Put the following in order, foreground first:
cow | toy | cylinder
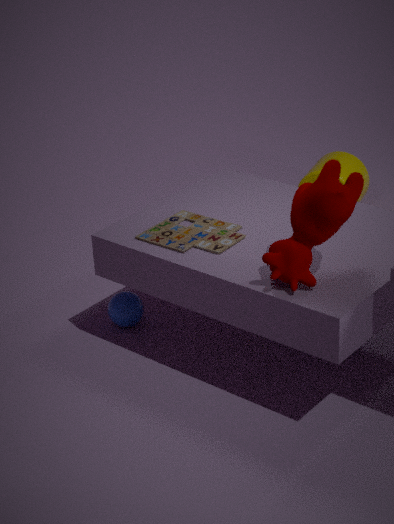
cow
toy
cylinder
